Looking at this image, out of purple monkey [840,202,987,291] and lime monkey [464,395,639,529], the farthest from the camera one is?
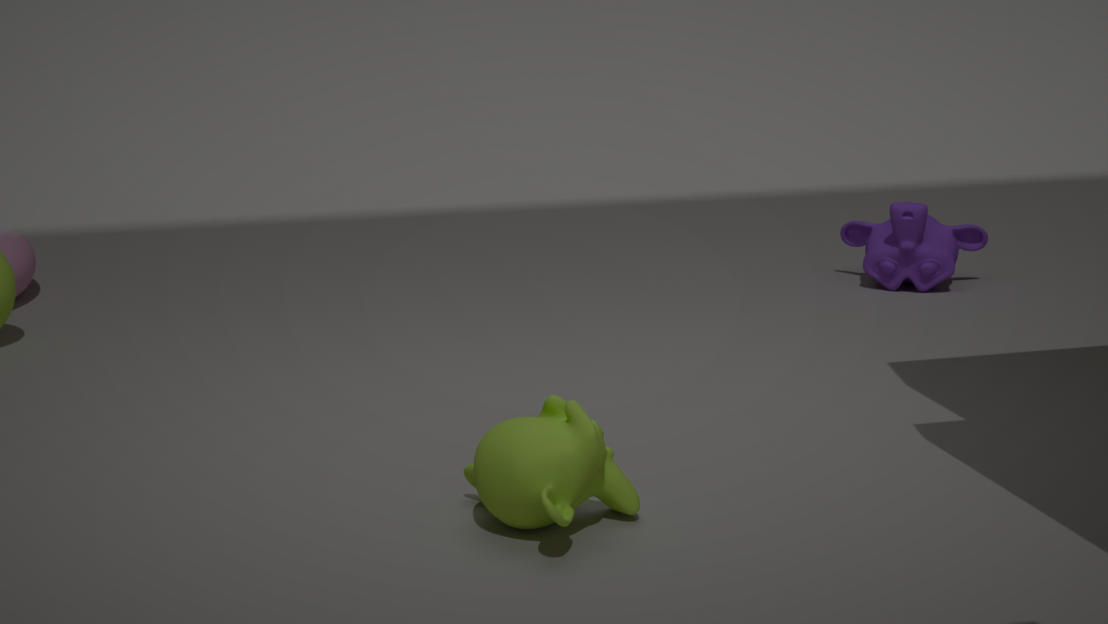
purple monkey [840,202,987,291]
